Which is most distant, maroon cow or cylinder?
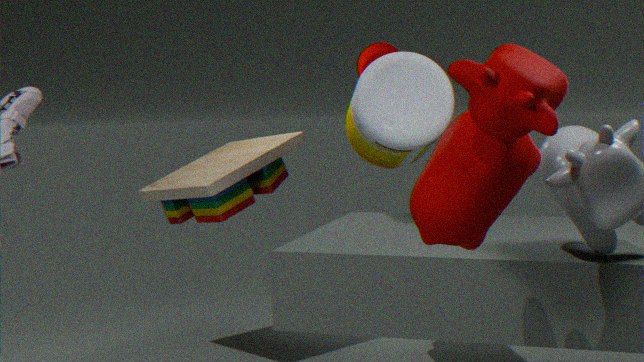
cylinder
